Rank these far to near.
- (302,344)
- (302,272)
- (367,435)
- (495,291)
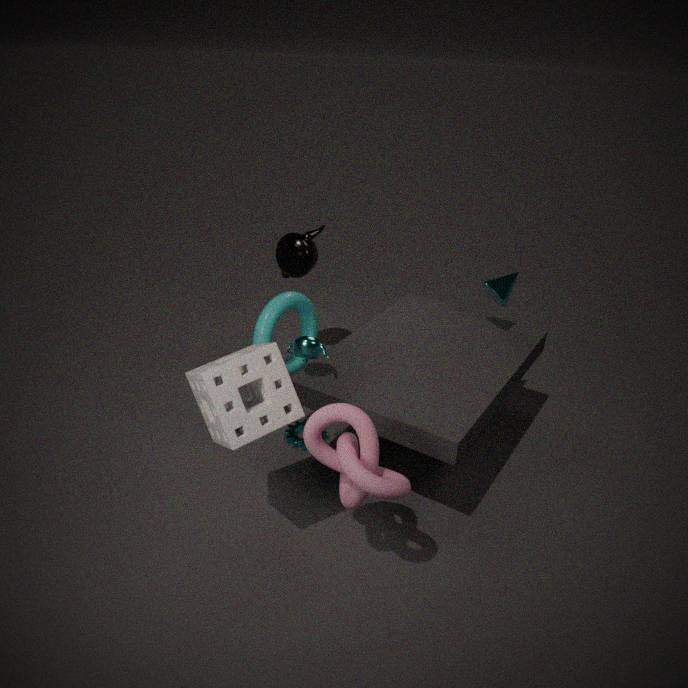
(302,272) → (495,291) → (302,344) → (367,435)
